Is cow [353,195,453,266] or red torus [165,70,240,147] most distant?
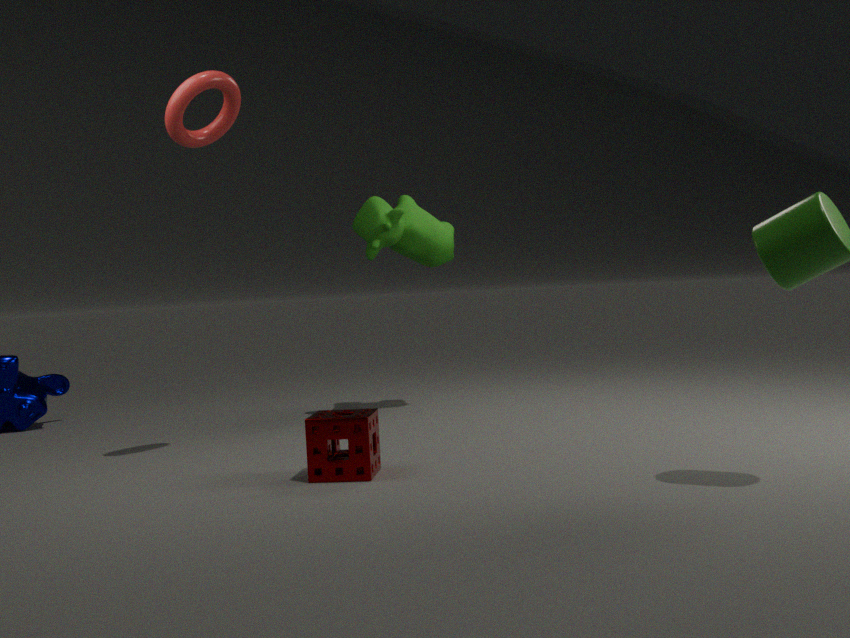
cow [353,195,453,266]
